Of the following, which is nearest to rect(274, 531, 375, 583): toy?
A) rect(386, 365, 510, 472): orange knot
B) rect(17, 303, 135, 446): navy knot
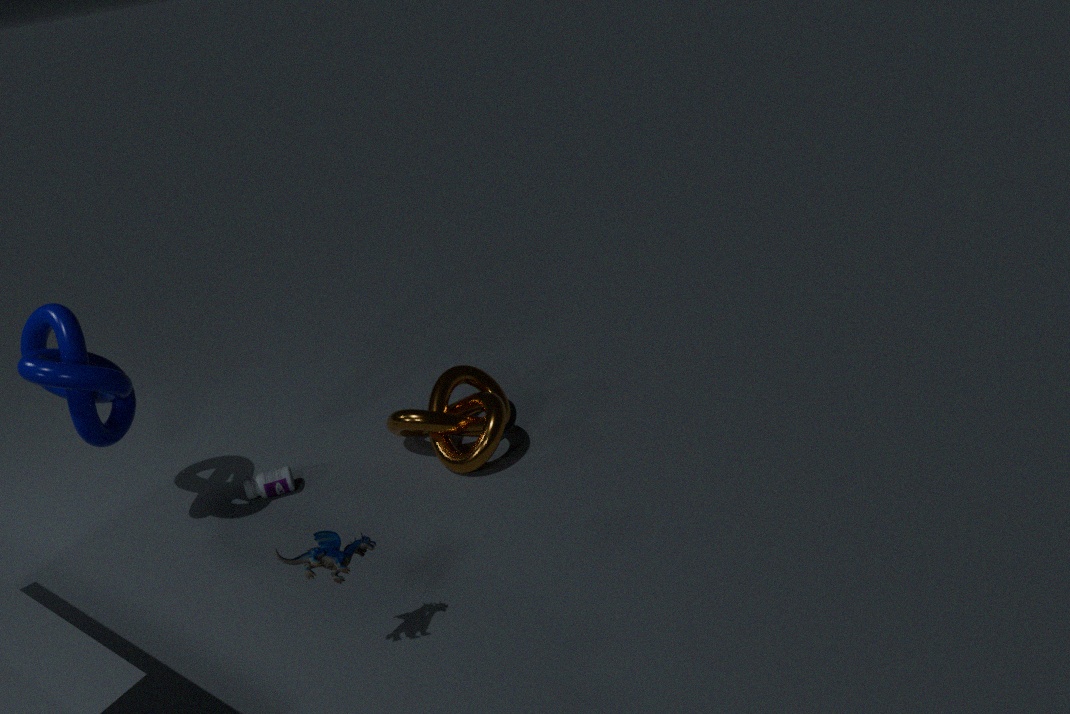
rect(386, 365, 510, 472): orange knot
